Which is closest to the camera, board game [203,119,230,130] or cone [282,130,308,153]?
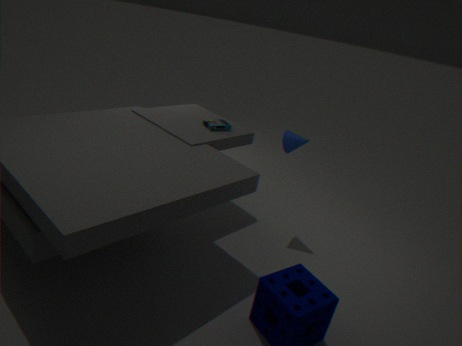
cone [282,130,308,153]
